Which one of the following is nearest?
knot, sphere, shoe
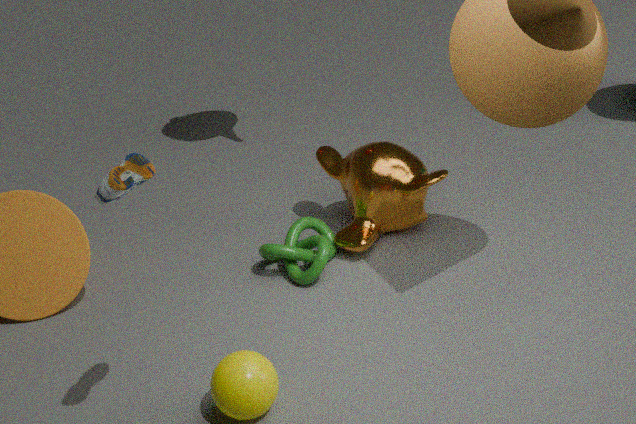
shoe
